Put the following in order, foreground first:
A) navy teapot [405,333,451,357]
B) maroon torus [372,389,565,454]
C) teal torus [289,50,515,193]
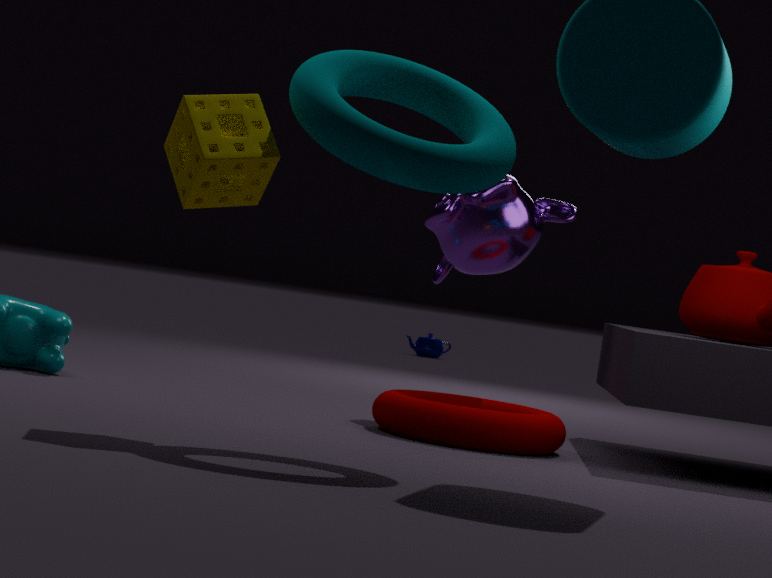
teal torus [289,50,515,193] < maroon torus [372,389,565,454] < navy teapot [405,333,451,357]
